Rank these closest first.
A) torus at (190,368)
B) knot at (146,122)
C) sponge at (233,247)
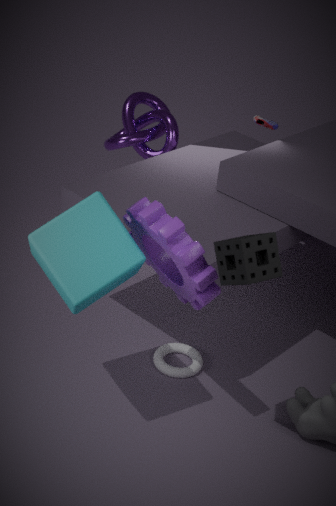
sponge at (233,247), torus at (190,368), knot at (146,122)
